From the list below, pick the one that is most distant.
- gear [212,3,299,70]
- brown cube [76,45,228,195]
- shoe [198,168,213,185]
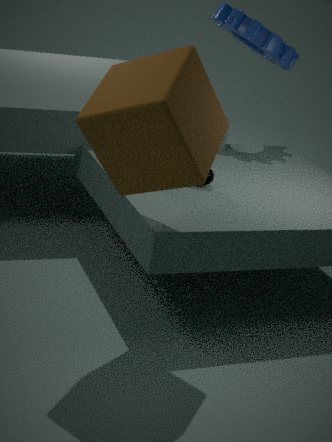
gear [212,3,299,70]
